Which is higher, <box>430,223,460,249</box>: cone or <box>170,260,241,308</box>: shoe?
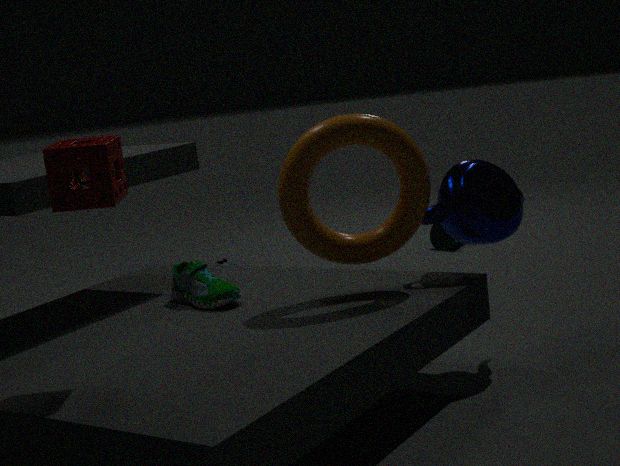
<box>170,260,241,308</box>: shoe
